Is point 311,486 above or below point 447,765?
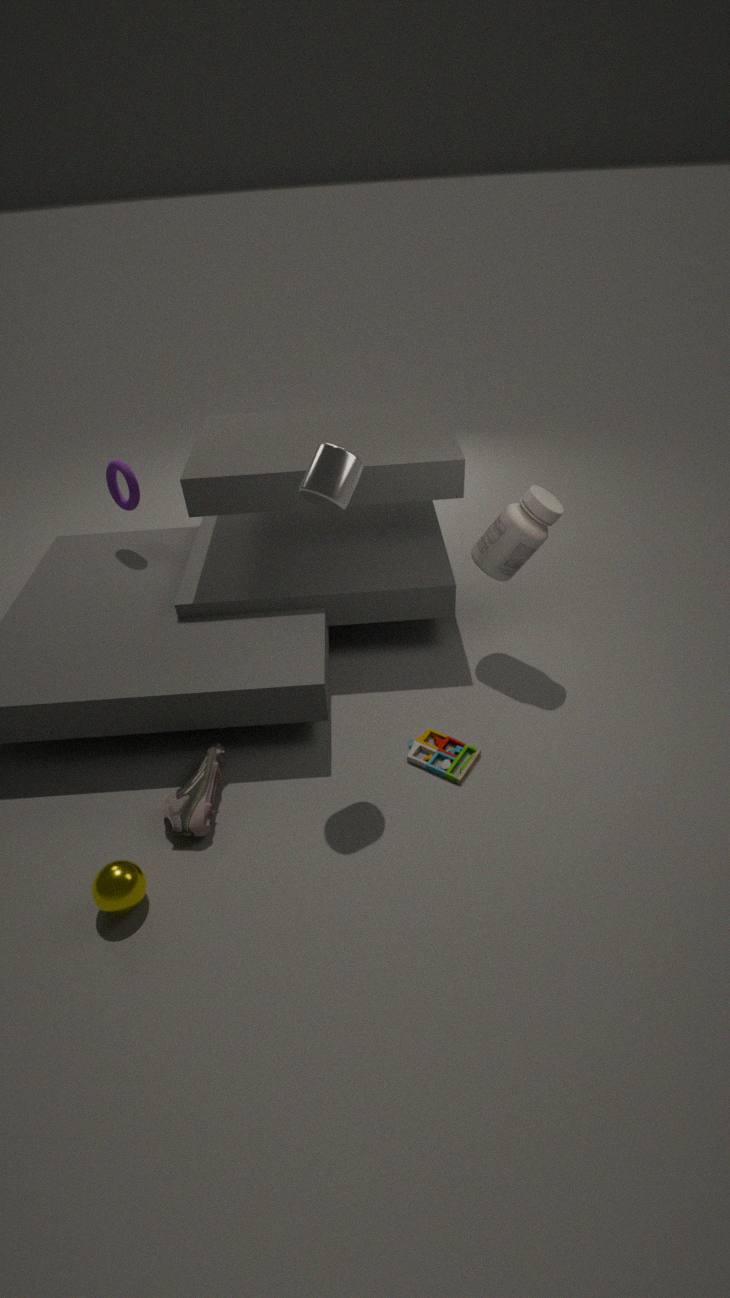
above
